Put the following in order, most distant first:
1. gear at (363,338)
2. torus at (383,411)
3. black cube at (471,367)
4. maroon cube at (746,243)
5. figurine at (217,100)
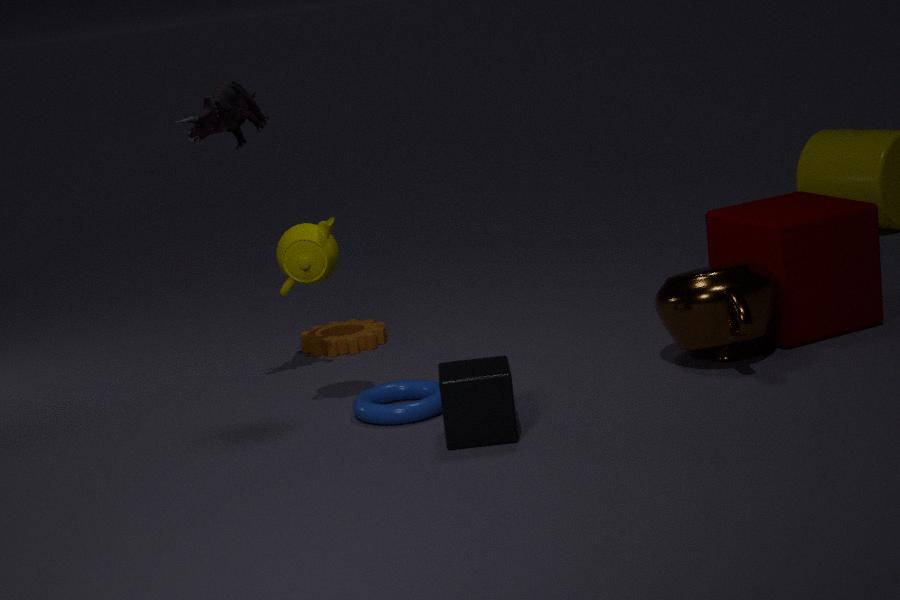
gear at (363,338)
maroon cube at (746,243)
figurine at (217,100)
torus at (383,411)
black cube at (471,367)
